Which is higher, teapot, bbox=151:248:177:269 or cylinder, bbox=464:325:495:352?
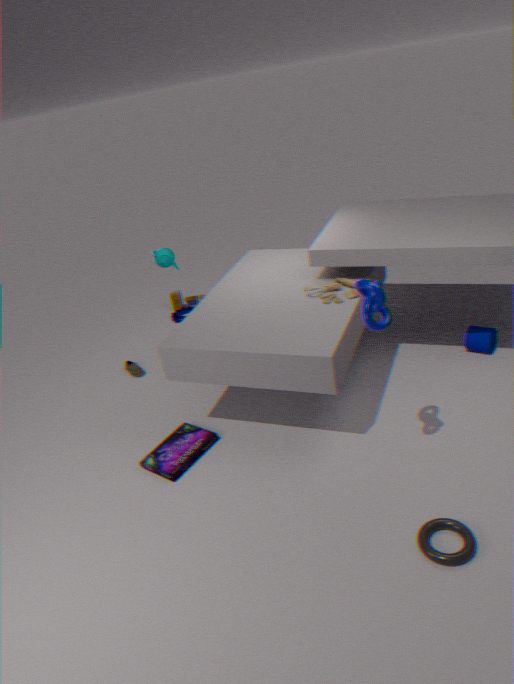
teapot, bbox=151:248:177:269
